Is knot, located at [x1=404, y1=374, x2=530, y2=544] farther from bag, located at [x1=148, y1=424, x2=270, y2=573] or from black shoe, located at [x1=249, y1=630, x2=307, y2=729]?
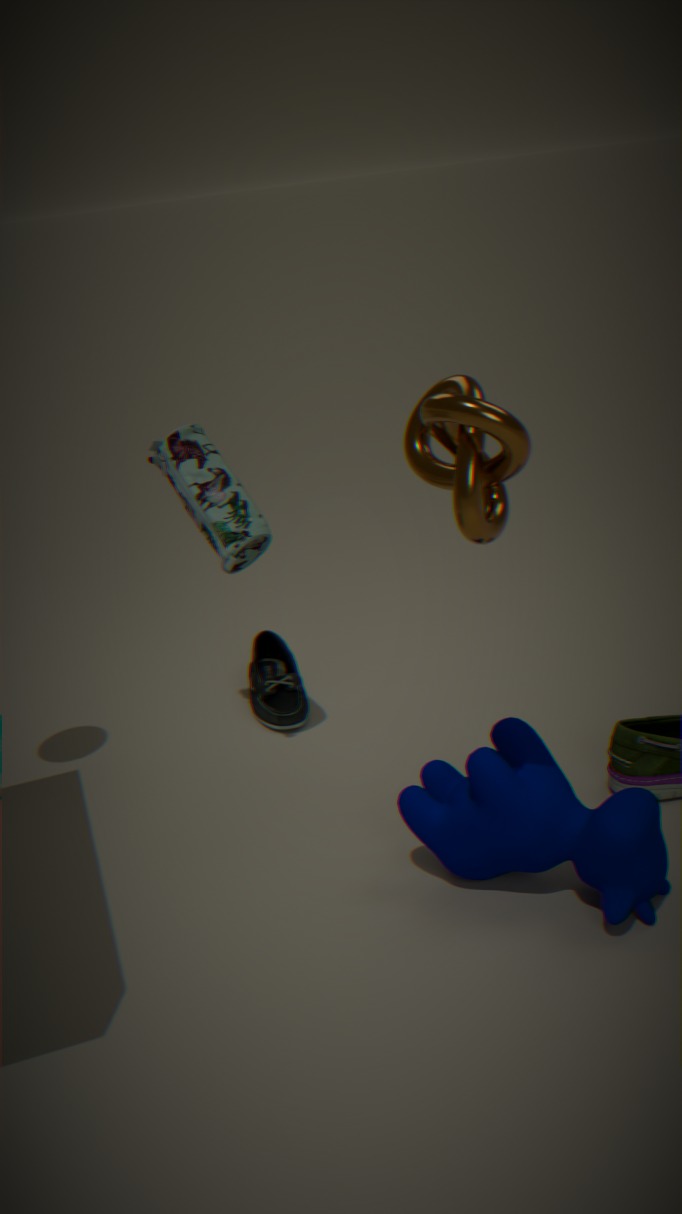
black shoe, located at [x1=249, y1=630, x2=307, y2=729]
